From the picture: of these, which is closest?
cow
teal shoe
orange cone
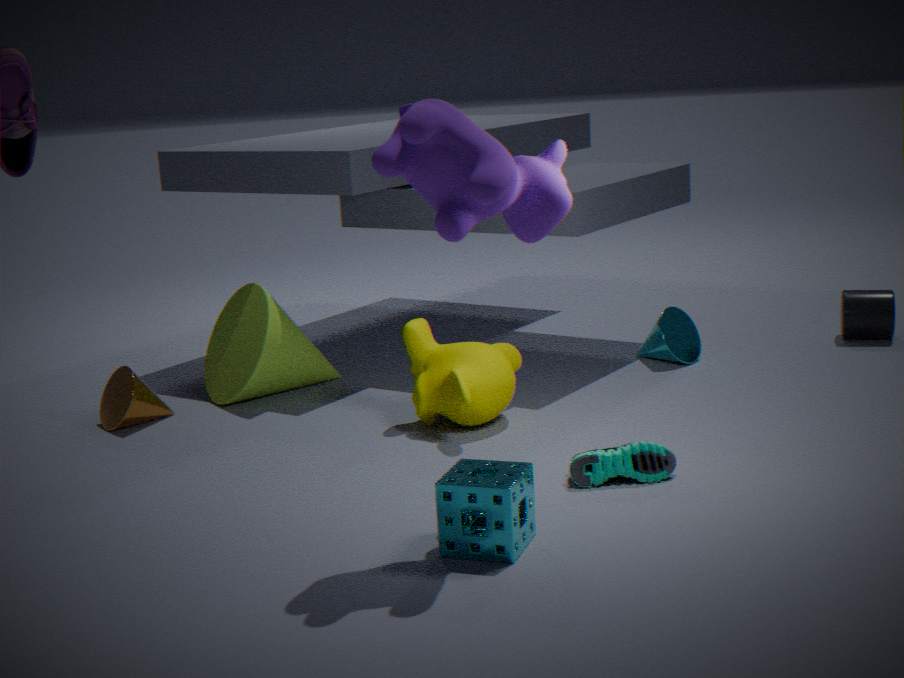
cow
